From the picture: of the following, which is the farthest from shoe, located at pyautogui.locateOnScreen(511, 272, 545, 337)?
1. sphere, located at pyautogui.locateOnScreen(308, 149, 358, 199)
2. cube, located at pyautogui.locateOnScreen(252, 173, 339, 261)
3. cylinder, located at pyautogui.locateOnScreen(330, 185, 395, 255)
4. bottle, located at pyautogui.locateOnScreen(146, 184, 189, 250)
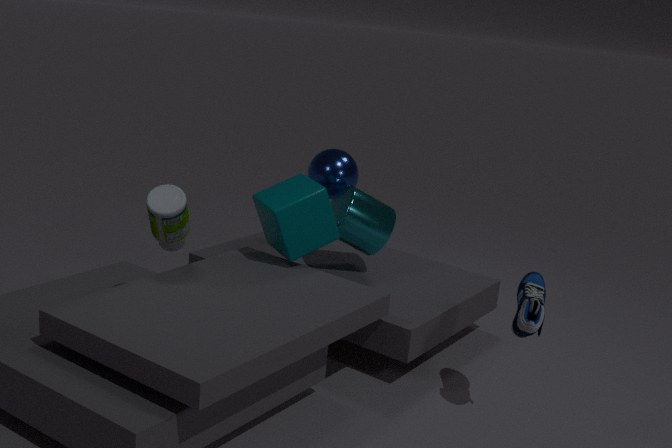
bottle, located at pyautogui.locateOnScreen(146, 184, 189, 250)
